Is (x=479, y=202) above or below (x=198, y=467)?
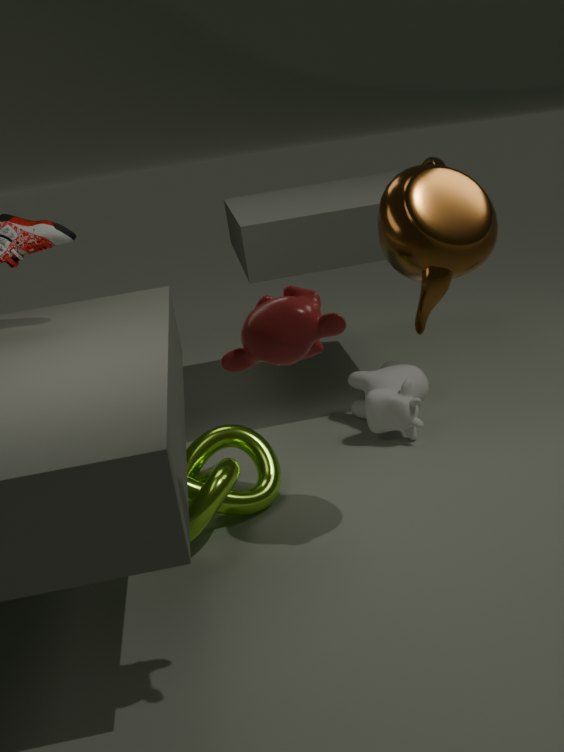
above
